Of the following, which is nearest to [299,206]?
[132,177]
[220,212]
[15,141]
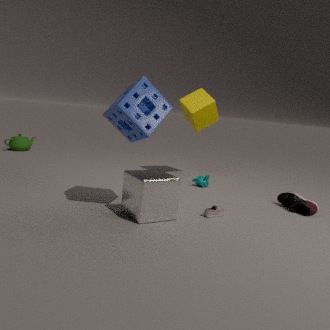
[220,212]
